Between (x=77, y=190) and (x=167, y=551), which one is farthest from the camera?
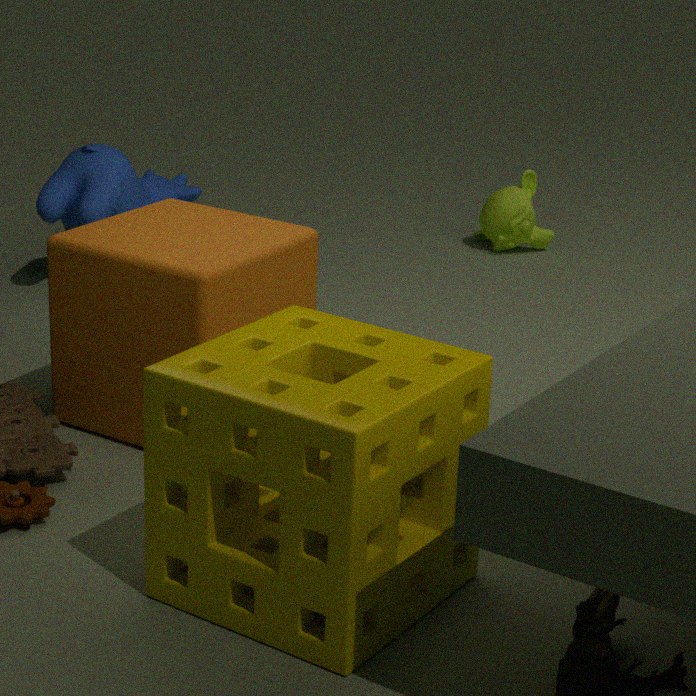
(x=77, y=190)
